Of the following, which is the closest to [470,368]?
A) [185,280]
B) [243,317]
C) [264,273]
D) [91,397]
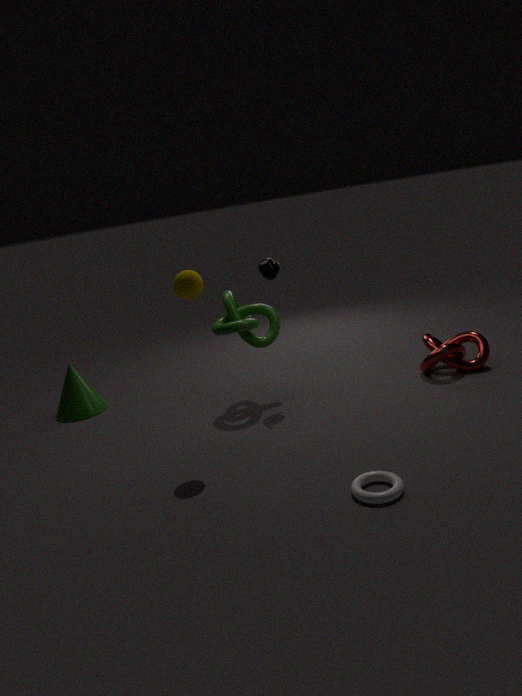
[264,273]
